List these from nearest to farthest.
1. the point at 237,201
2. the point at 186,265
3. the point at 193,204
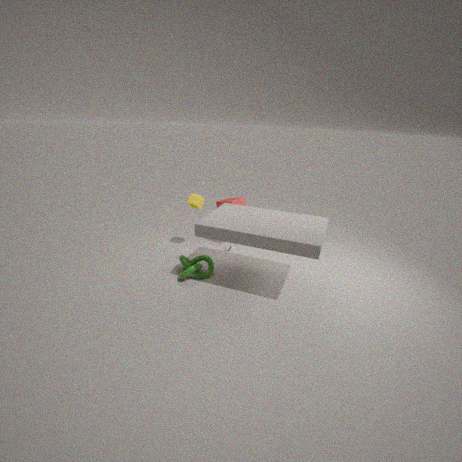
the point at 186,265
the point at 193,204
the point at 237,201
